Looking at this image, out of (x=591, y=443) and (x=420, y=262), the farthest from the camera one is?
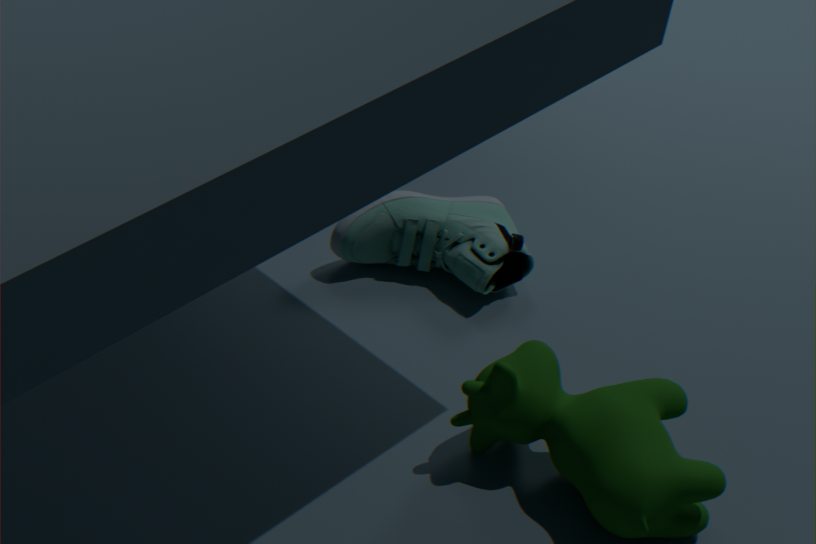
(x=420, y=262)
